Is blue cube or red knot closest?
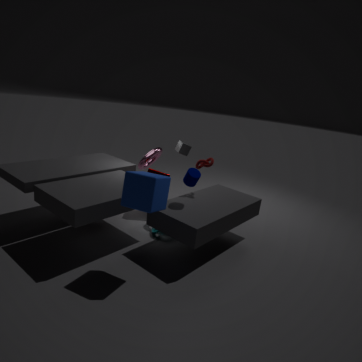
blue cube
